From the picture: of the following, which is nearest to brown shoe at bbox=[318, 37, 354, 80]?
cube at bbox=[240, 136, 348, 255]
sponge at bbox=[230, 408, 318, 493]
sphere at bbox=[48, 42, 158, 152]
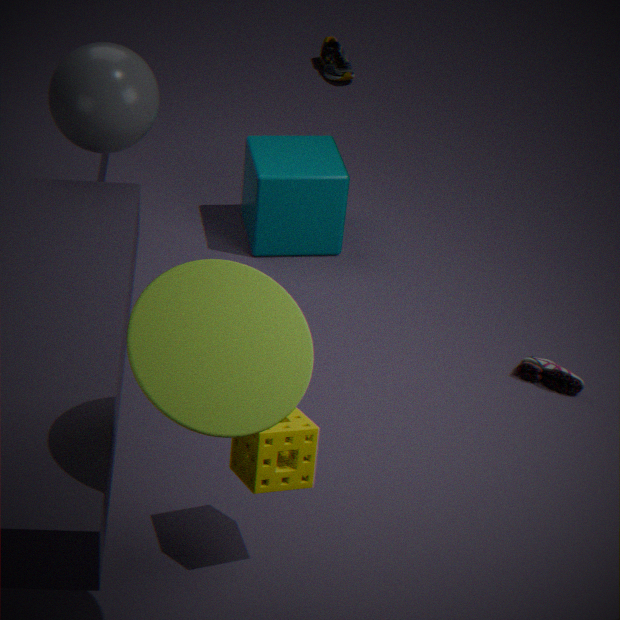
cube at bbox=[240, 136, 348, 255]
